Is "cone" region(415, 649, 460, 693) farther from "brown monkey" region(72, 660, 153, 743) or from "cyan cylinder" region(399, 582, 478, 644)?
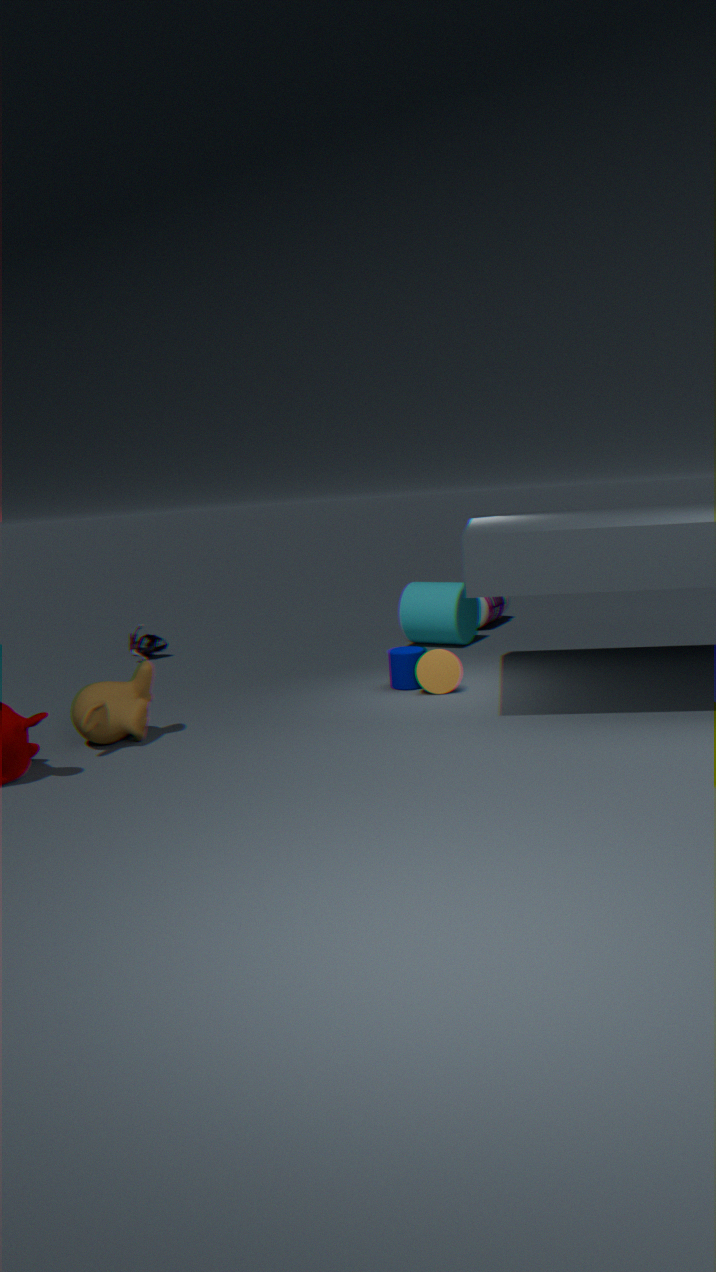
"brown monkey" region(72, 660, 153, 743)
